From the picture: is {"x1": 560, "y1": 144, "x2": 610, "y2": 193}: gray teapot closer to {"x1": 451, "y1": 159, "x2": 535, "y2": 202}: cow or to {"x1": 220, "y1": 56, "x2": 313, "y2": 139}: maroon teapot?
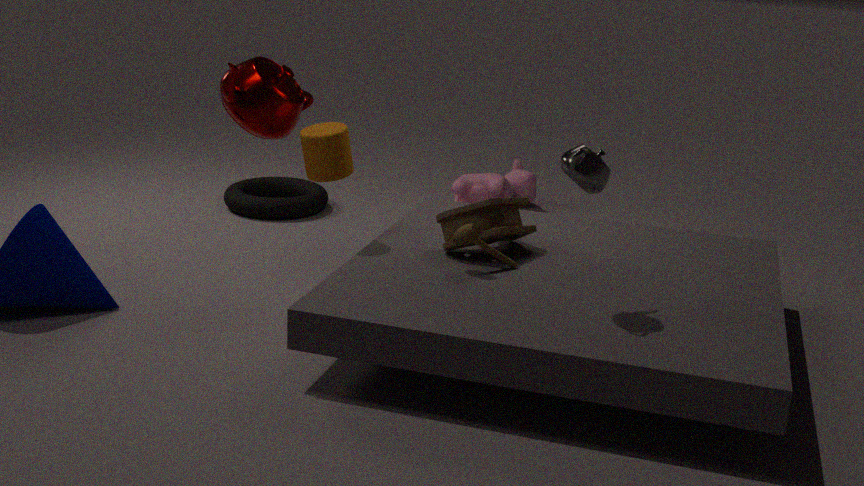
{"x1": 220, "y1": 56, "x2": 313, "y2": 139}: maroon teapot
